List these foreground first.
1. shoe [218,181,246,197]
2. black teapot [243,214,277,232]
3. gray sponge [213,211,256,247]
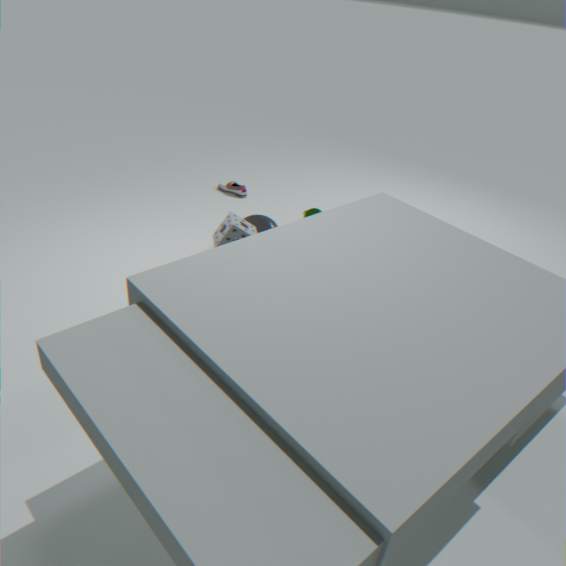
gray sponge [213,211,256,247], black teapot [243,214,277,232], shoe [218,181,246,197]
